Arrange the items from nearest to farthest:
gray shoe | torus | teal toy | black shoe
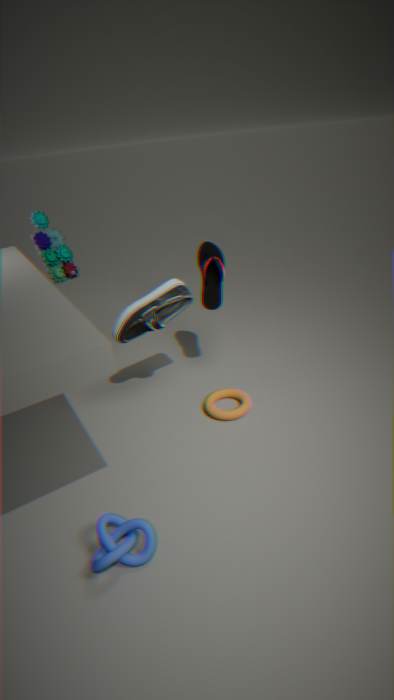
torus → gray shoe → teal toy → black shoe
